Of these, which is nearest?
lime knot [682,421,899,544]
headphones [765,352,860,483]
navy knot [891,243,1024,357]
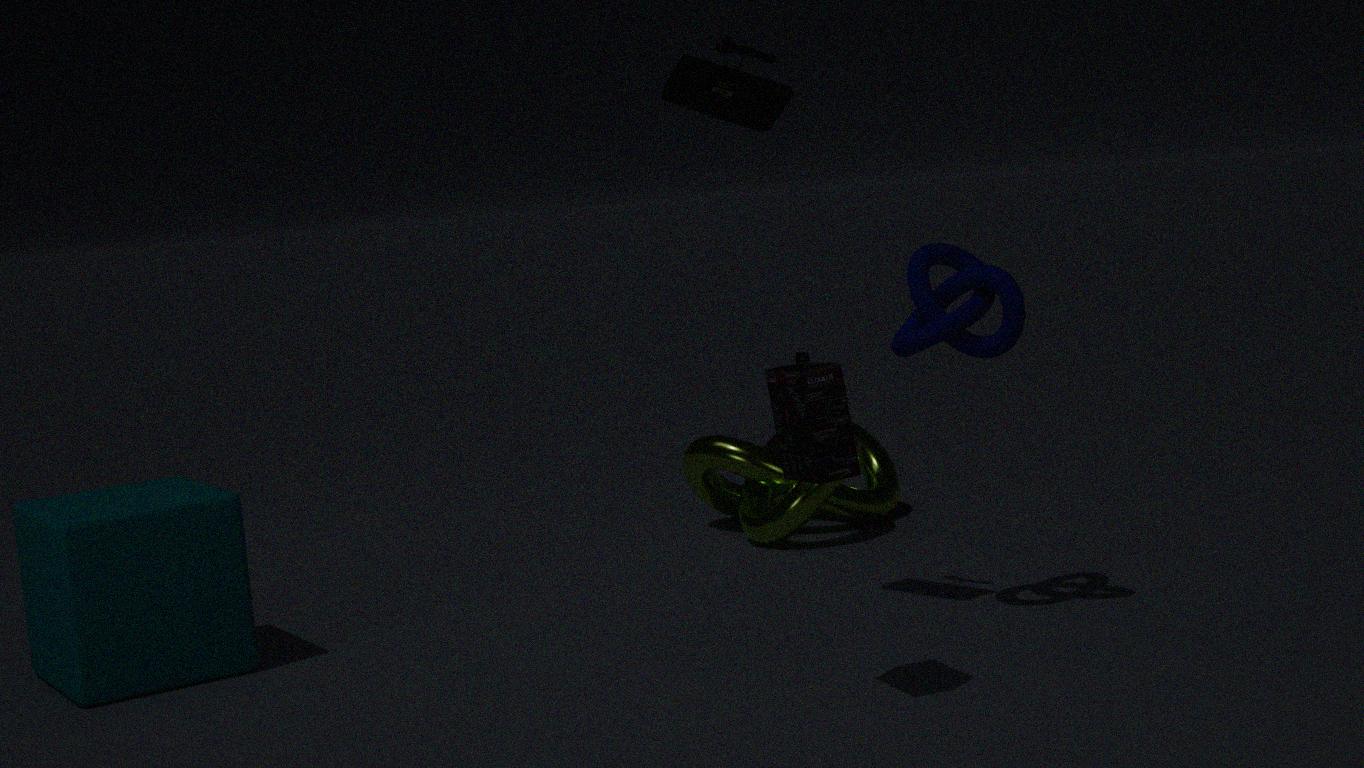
headphones [765,352,860,483]
